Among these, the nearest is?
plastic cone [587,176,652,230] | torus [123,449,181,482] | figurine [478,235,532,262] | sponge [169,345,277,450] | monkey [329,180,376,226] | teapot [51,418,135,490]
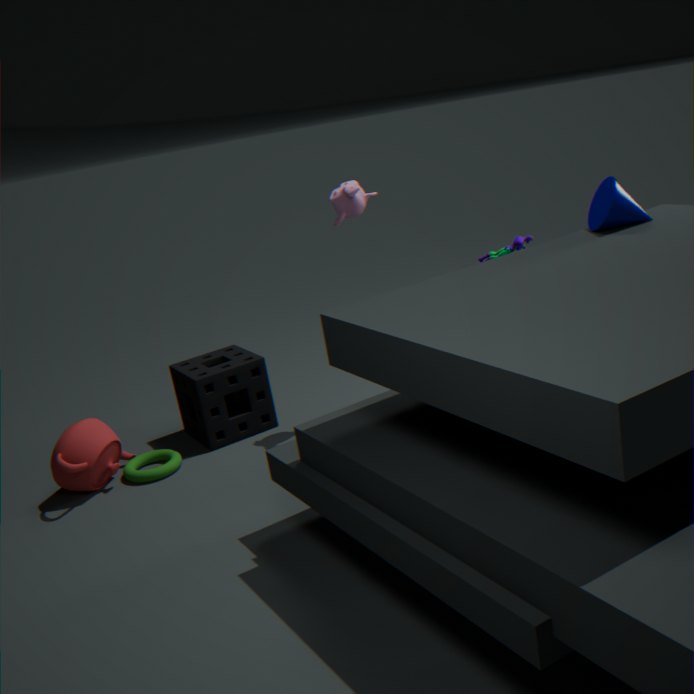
plastic cone [587,176,652,230]
